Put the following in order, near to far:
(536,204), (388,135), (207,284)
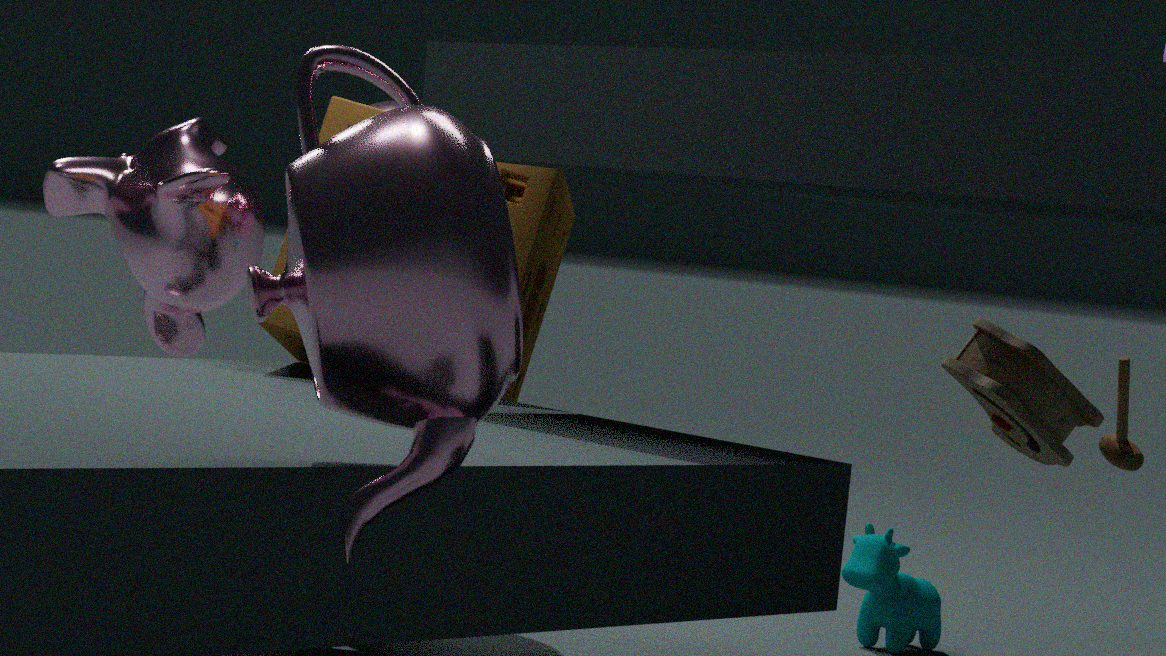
(388,135)
(536,204)
(207,284)
